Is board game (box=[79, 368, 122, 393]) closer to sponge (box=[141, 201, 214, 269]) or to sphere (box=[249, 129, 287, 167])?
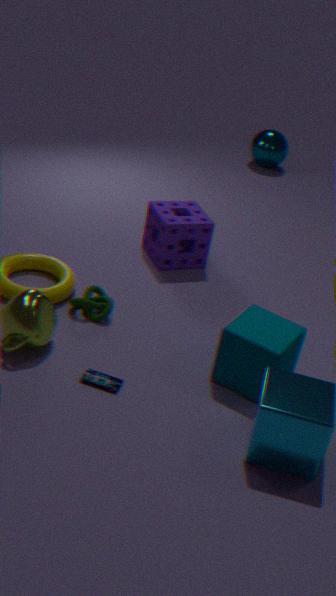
sponge (box=[141, 201, 214, 269])
